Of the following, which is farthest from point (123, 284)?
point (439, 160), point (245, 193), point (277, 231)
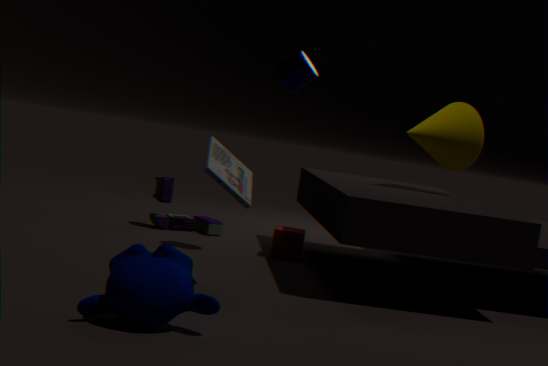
point (439, 160)
